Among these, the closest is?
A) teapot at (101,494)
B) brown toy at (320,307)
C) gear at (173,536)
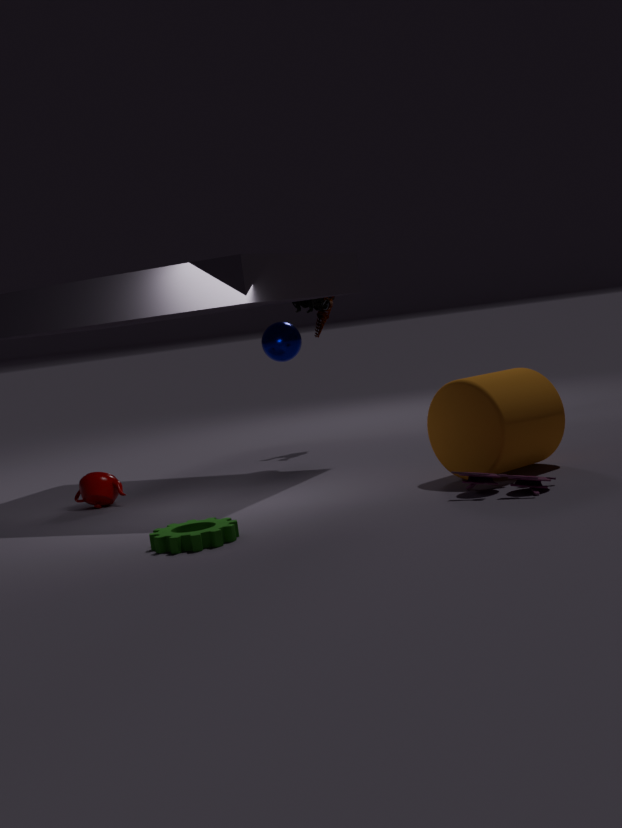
C. gear at (173,536)
